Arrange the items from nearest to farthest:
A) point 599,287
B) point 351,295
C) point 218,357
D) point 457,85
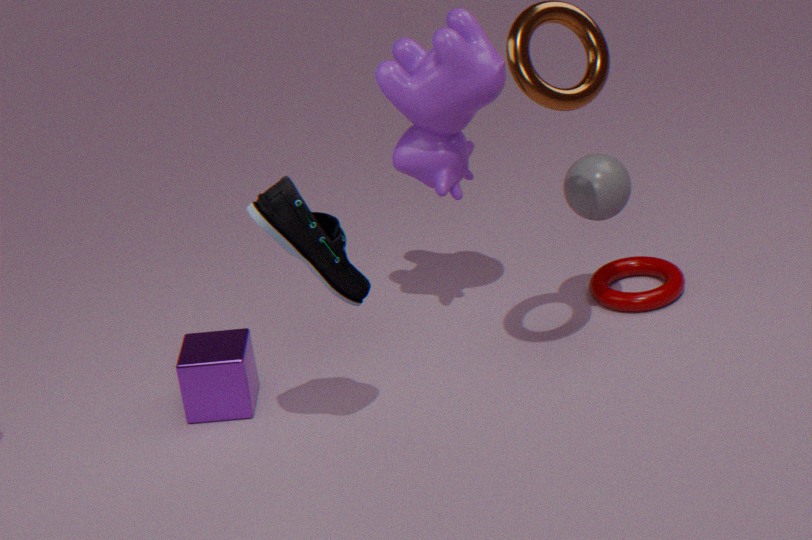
point 351,295 → point 457,85 → point 218,357 → point 599,287
